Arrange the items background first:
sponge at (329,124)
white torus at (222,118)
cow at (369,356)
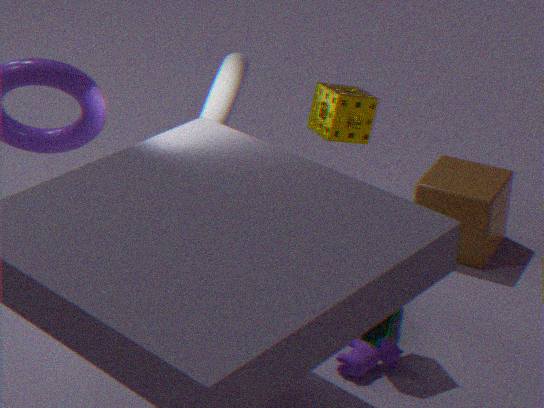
white torus at (222,118), cow at (369,356), sponge at (329,124)
